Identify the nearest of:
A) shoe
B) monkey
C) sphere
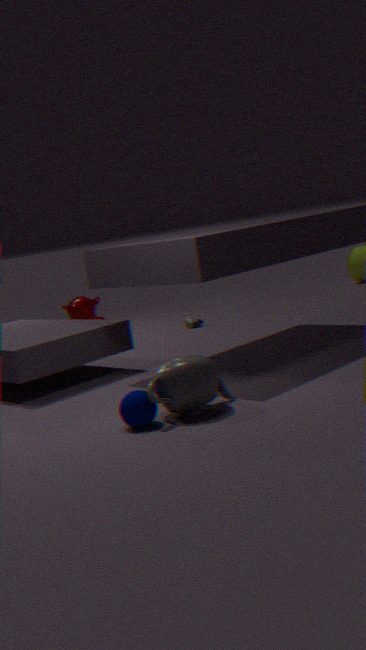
C. sphere
